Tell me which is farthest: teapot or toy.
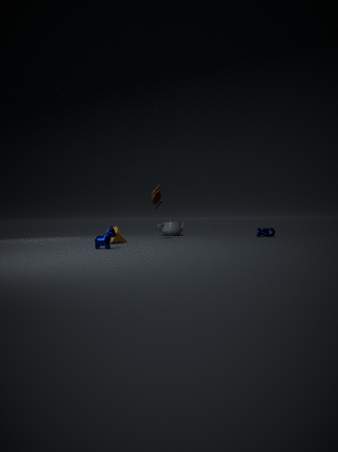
teapot
